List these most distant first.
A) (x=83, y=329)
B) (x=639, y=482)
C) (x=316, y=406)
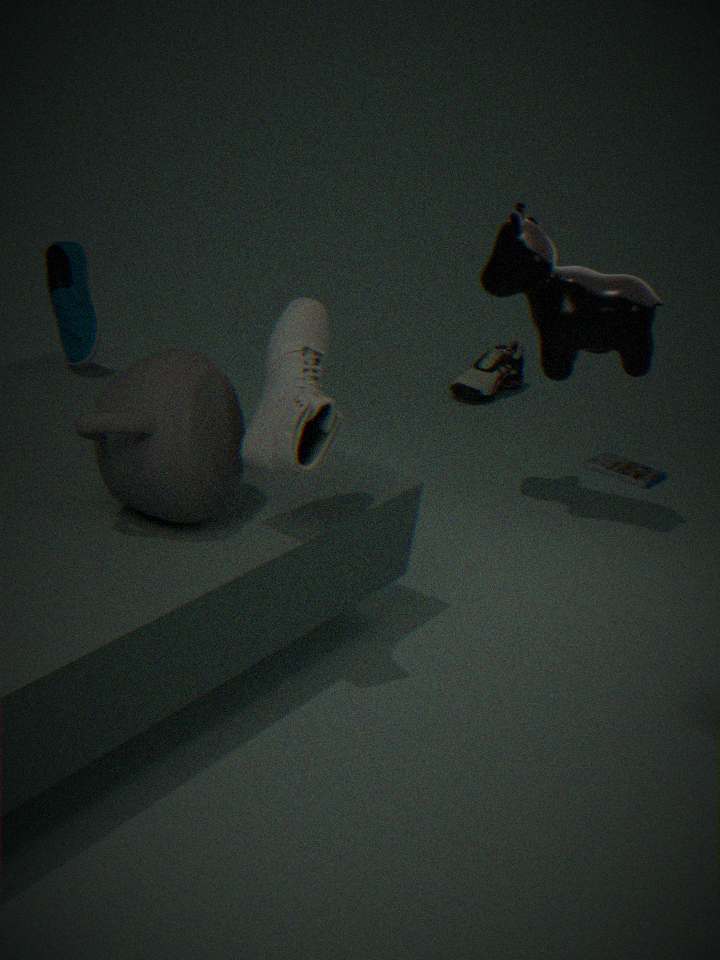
(x=639, y=482), (x=83, y=329), (x=316, y=406)
